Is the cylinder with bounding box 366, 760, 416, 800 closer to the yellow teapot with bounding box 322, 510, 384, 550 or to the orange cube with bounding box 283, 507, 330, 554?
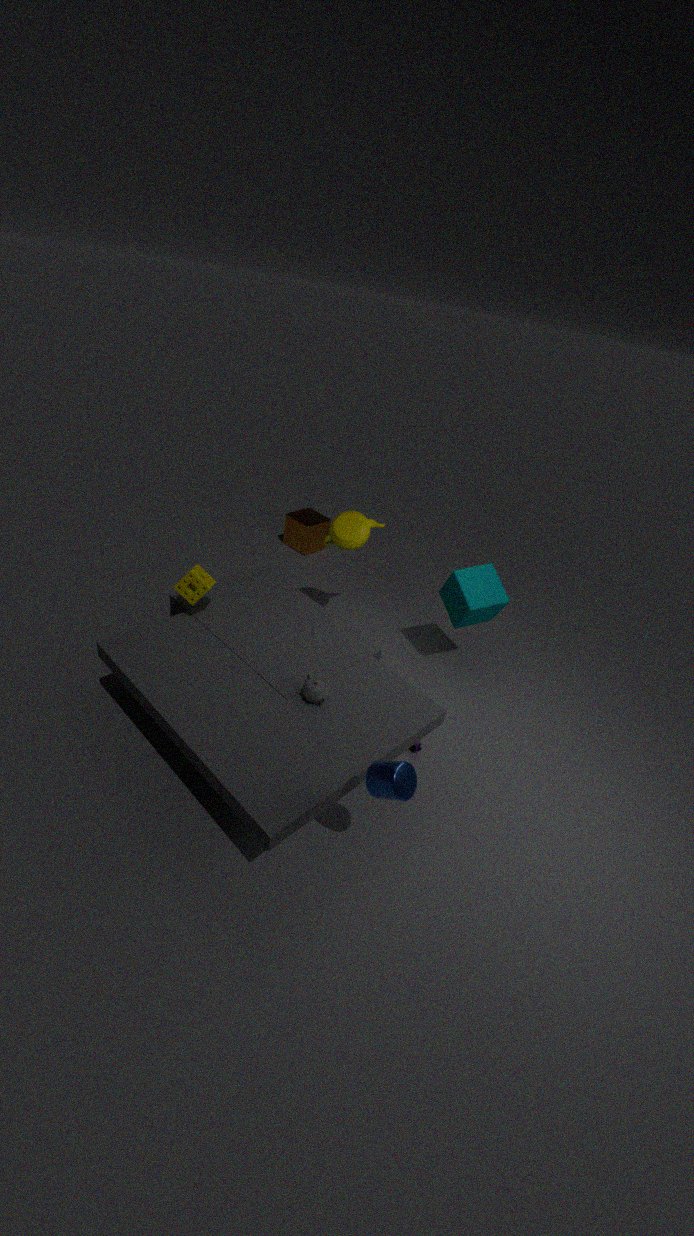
the yellow teapot with bounding box 322, 510, 384, 550
